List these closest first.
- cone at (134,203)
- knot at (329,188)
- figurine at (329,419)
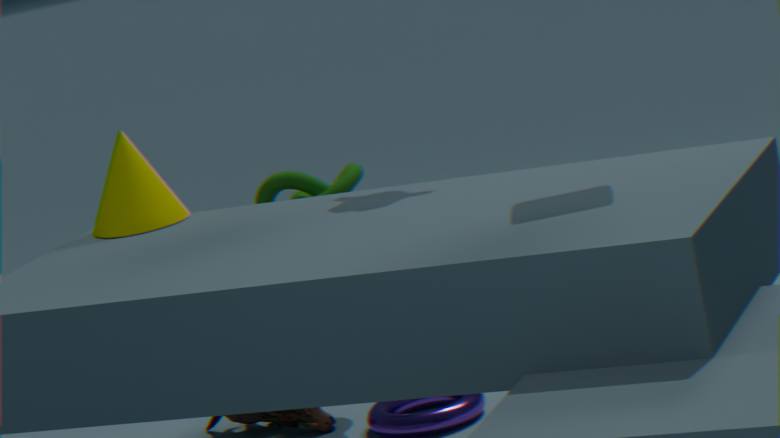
1. cone at (134,203)
2. knot at (329,188)
3. figurine at (329,419)
